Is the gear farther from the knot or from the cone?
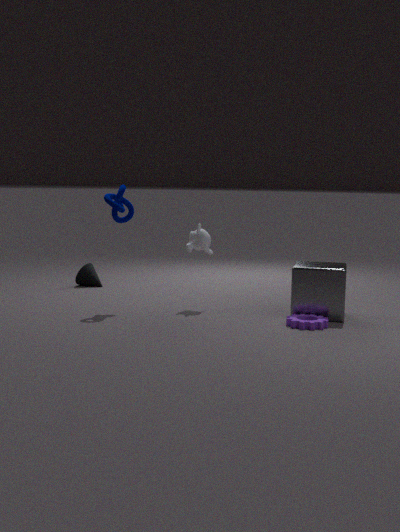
the cone
